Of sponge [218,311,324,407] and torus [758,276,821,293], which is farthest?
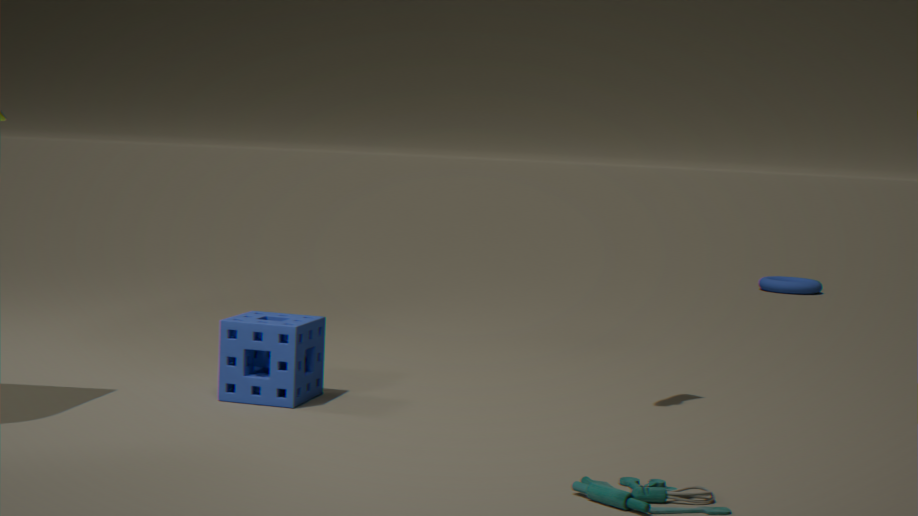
torus [758,276,821,293]
